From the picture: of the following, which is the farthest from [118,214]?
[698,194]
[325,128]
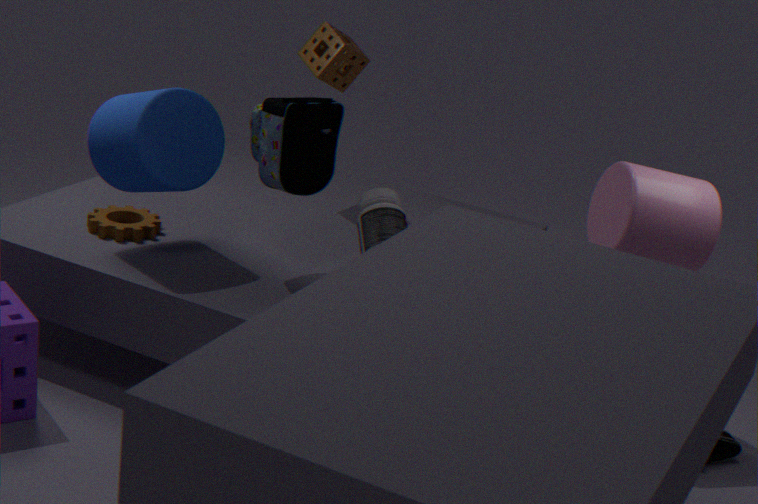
[698,194]
